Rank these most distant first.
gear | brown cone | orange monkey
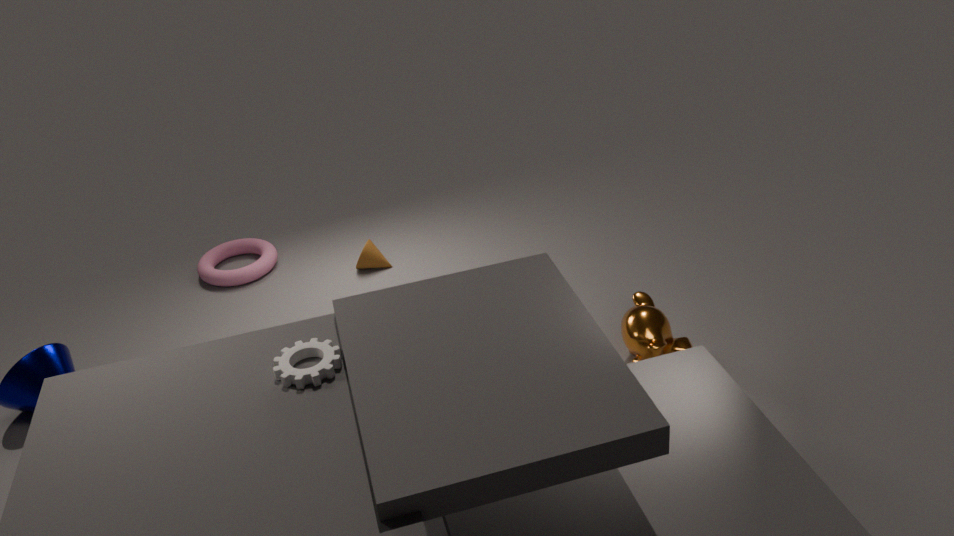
1. brown cone
2. orange monkey
3. gear
